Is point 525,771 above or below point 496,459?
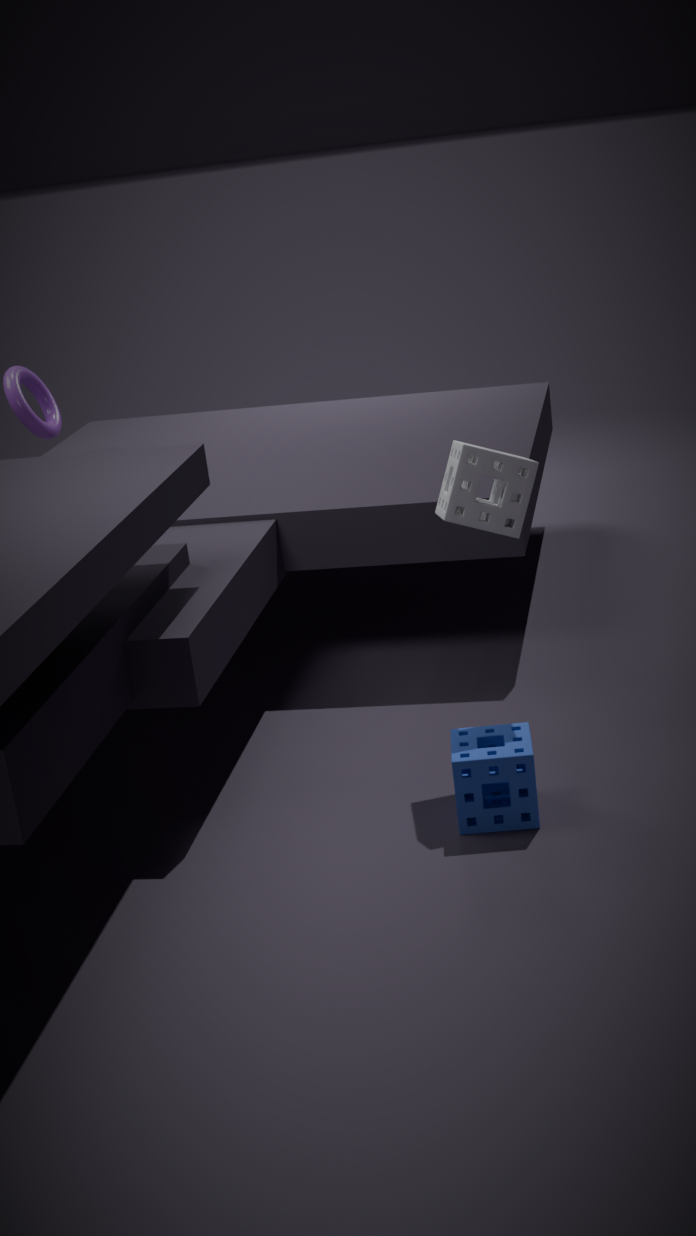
below
